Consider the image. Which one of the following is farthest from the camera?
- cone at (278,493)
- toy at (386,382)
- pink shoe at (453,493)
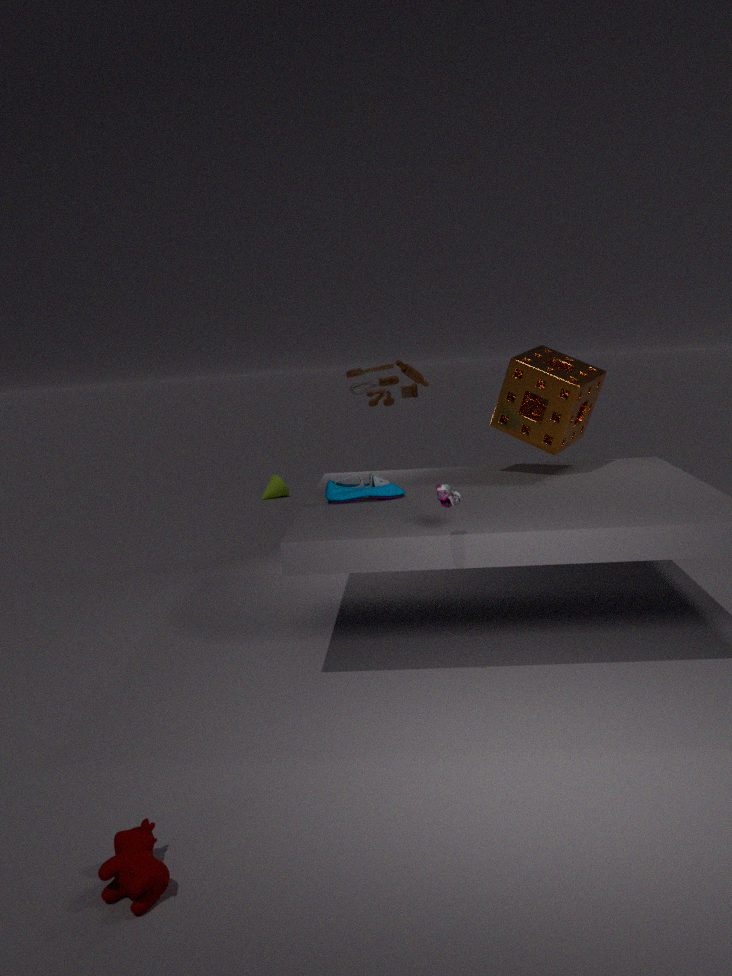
cone at (278,493)
